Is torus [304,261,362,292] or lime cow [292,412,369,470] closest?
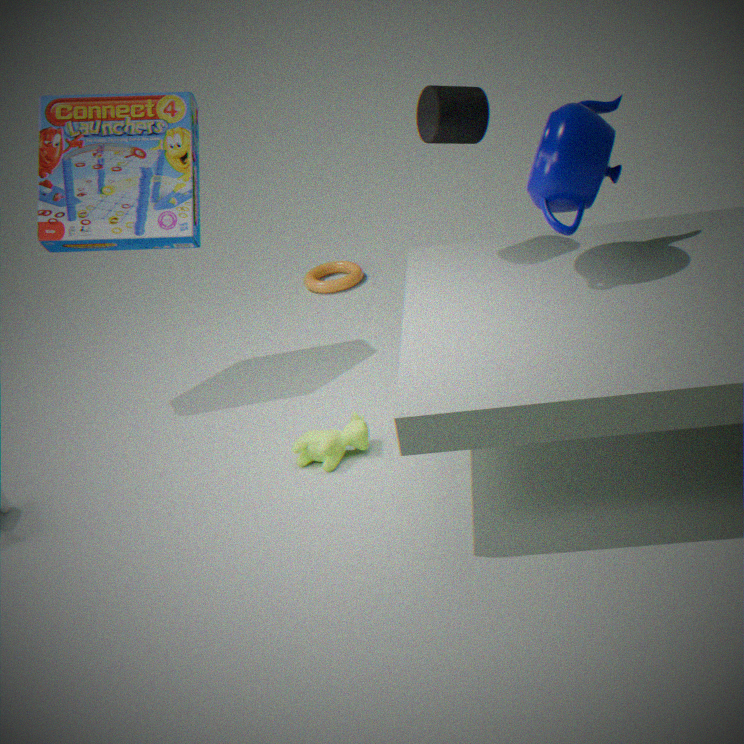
lime cow [292,412,369,470]
